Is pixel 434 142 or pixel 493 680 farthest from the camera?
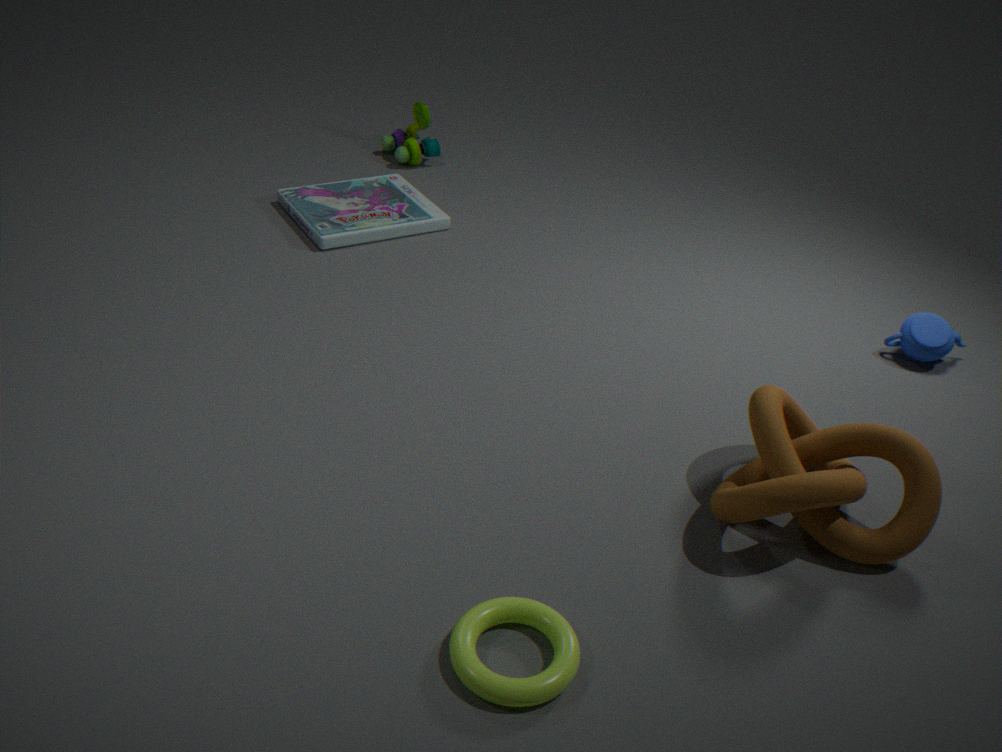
pixel 434 142
